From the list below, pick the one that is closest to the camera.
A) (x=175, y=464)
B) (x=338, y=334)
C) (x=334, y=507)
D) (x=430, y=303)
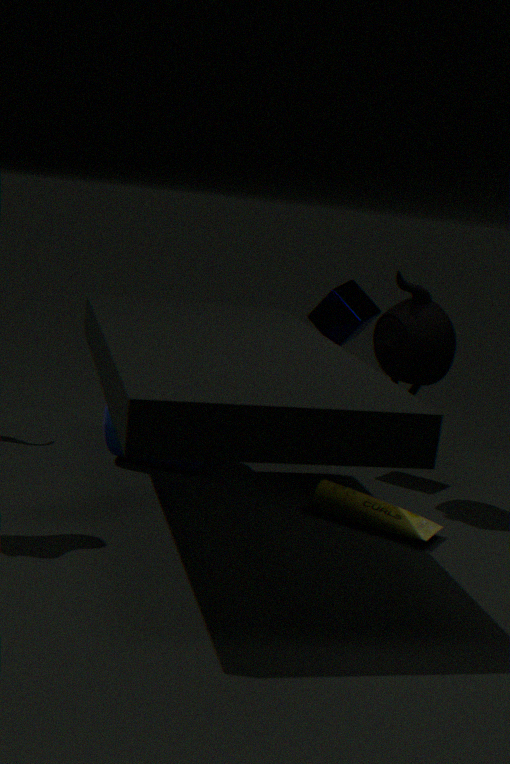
C. (x=334, y=507)
